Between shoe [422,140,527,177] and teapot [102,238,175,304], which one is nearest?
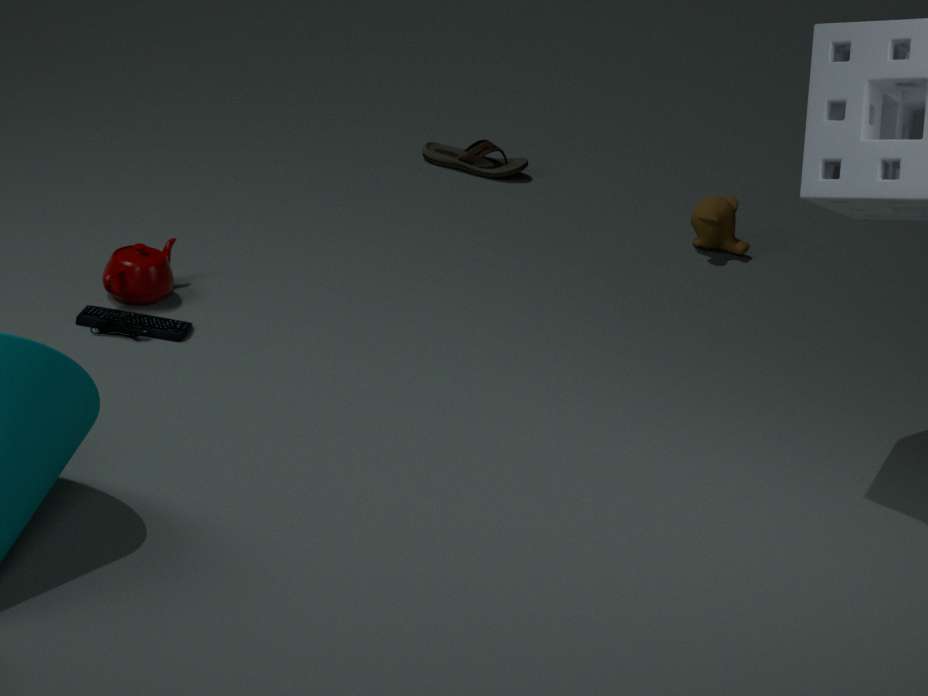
teapot [102,238,175,304]
